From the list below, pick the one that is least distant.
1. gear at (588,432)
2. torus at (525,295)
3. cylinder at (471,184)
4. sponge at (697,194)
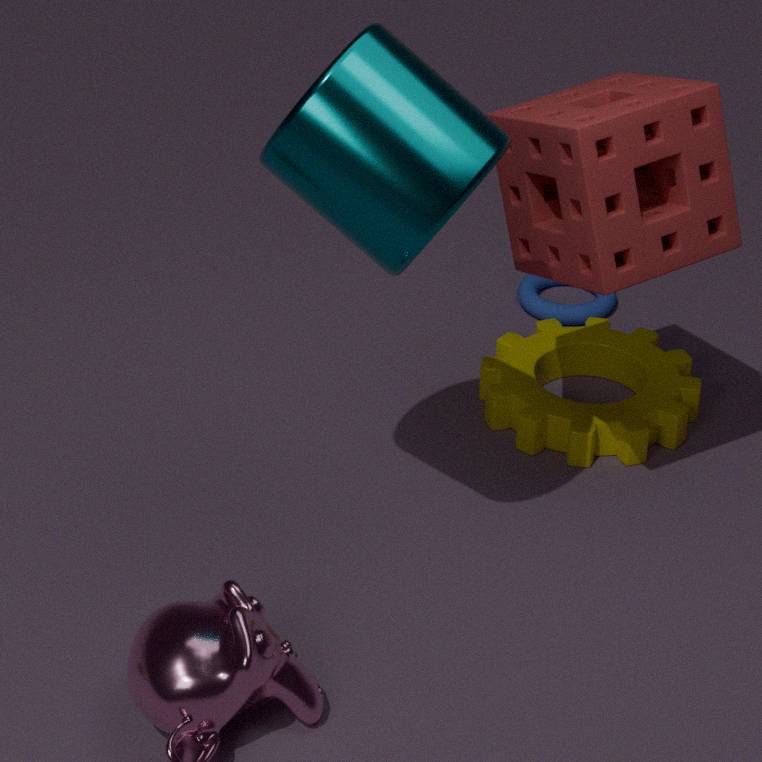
cylinder at (471,184)
